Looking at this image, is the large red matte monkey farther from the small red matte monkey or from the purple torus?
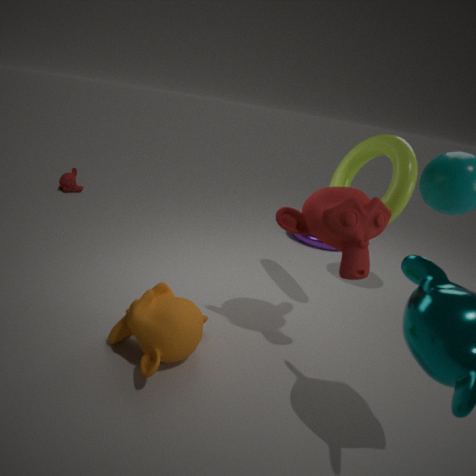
the small red matte monkey
